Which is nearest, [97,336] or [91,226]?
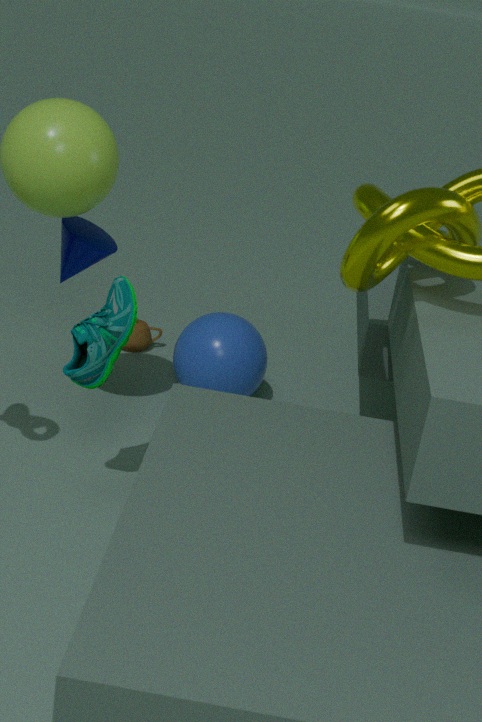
[97,336]
